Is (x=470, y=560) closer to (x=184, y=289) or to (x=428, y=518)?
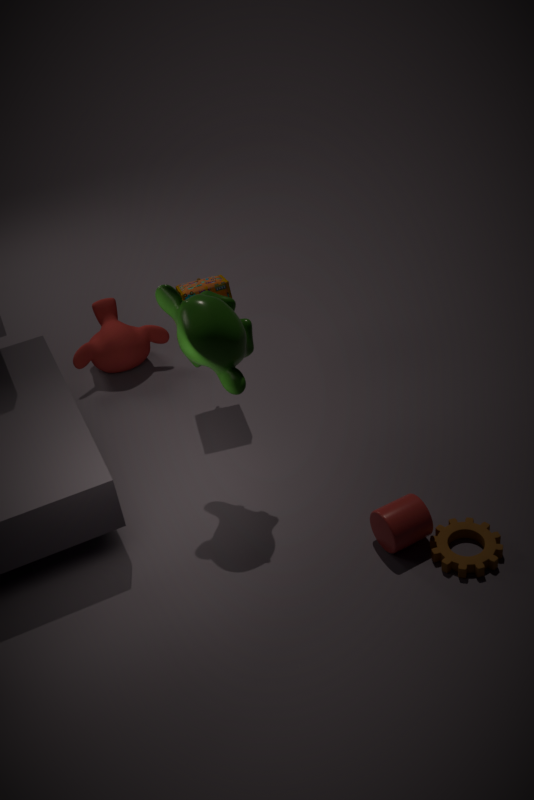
(x=428, y=518)
